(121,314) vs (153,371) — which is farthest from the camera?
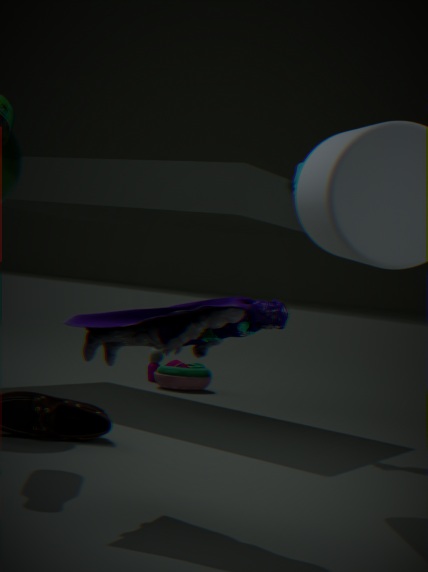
(153,371)
